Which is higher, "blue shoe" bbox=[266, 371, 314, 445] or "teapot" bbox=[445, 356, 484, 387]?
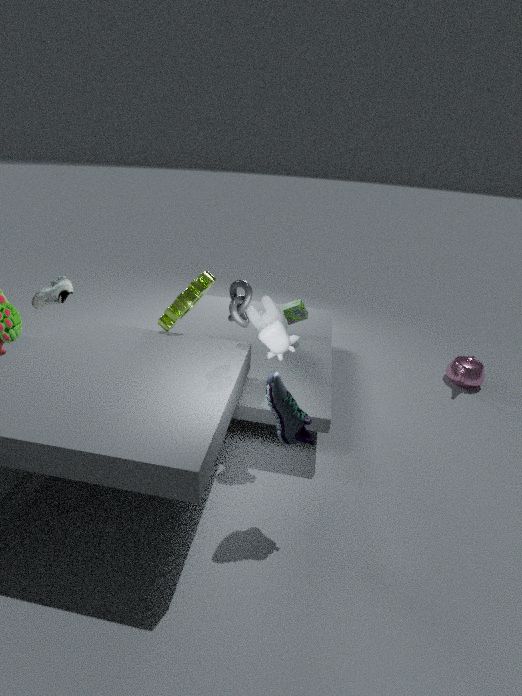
"blue shoe" bbox=[266, 371, 314, 445]
